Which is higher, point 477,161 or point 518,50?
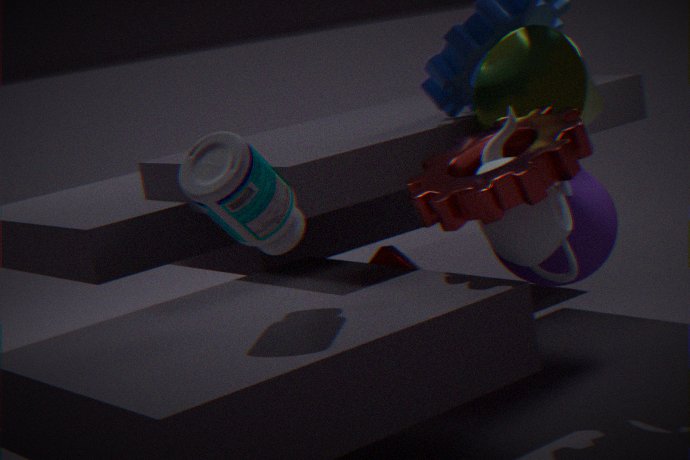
point 518,50
